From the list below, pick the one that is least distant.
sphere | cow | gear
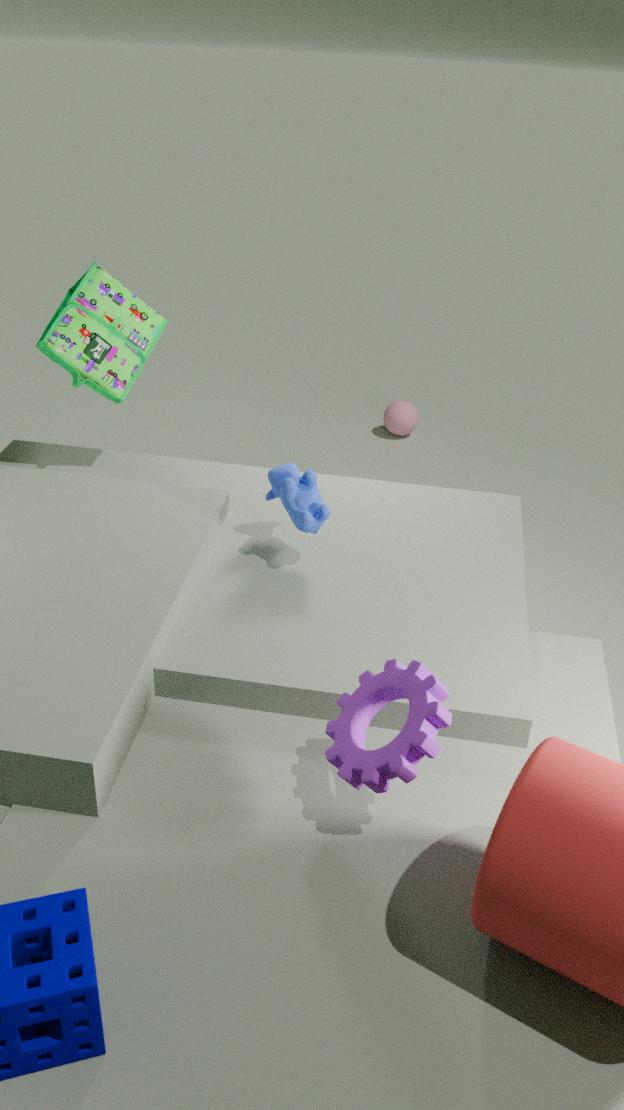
gear
